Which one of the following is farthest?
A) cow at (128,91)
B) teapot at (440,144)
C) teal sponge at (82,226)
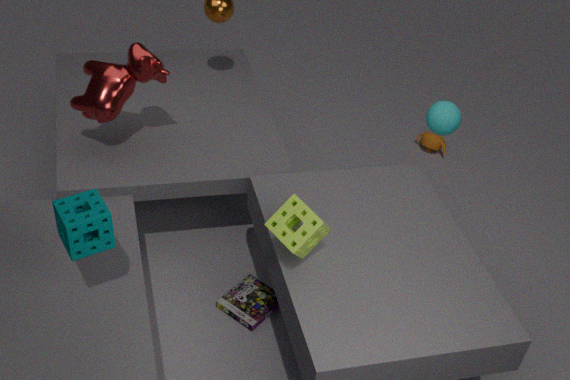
teapot at (440,144)
